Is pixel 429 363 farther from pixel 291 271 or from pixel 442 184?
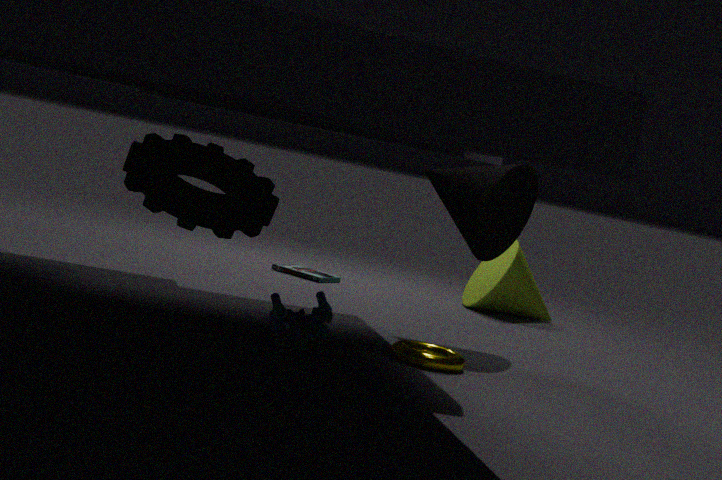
pixel 291 271
